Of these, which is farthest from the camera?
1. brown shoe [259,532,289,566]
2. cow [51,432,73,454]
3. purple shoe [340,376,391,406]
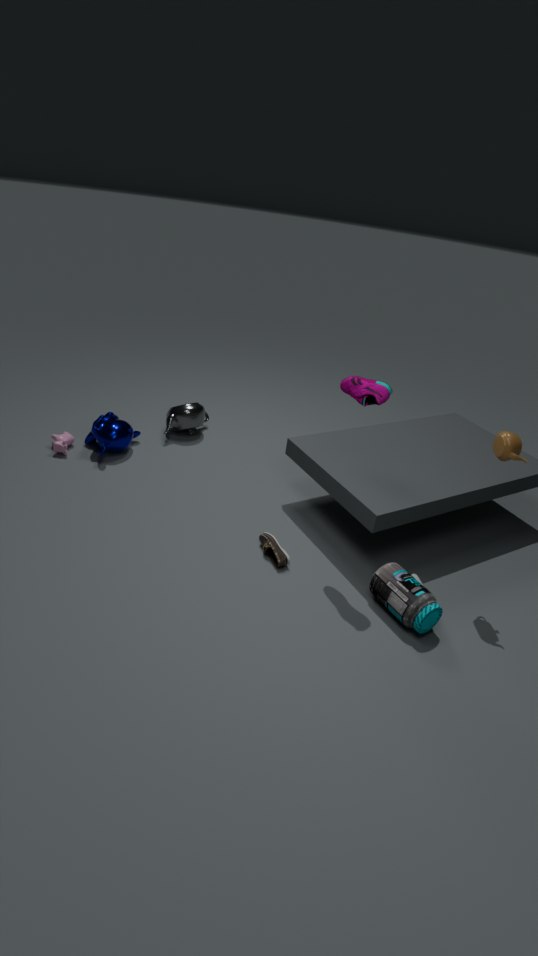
cow [51,432,73,454]
